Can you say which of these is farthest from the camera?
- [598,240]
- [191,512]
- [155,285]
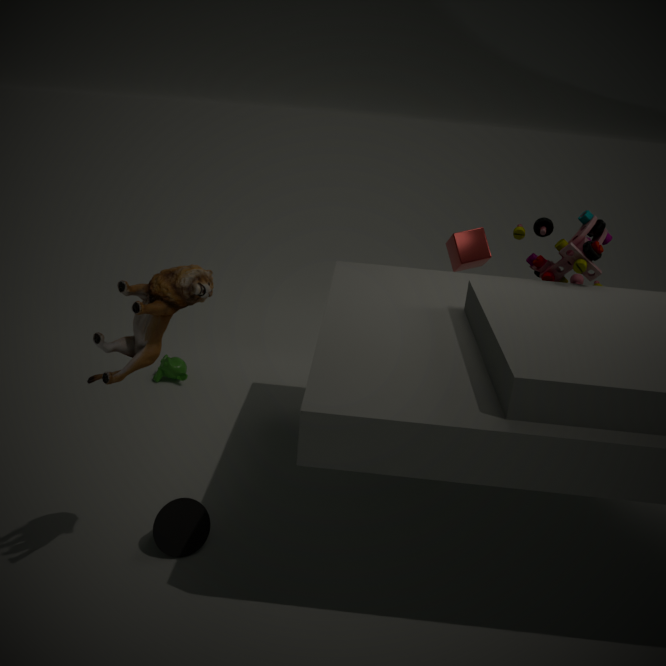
[598,240]
